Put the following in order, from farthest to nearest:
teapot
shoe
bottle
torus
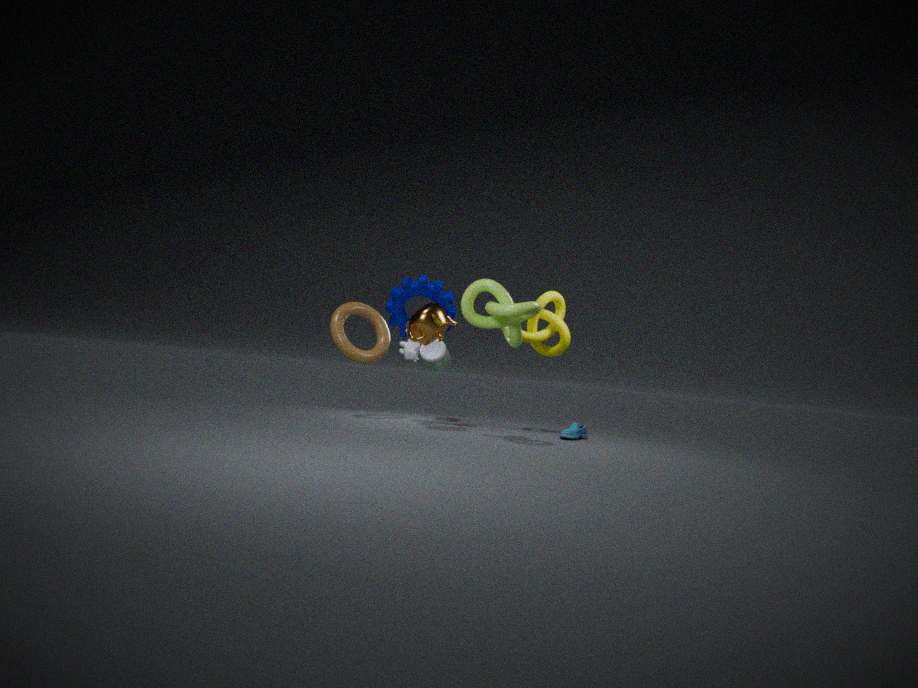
bottle, shoe, torus, teapot
